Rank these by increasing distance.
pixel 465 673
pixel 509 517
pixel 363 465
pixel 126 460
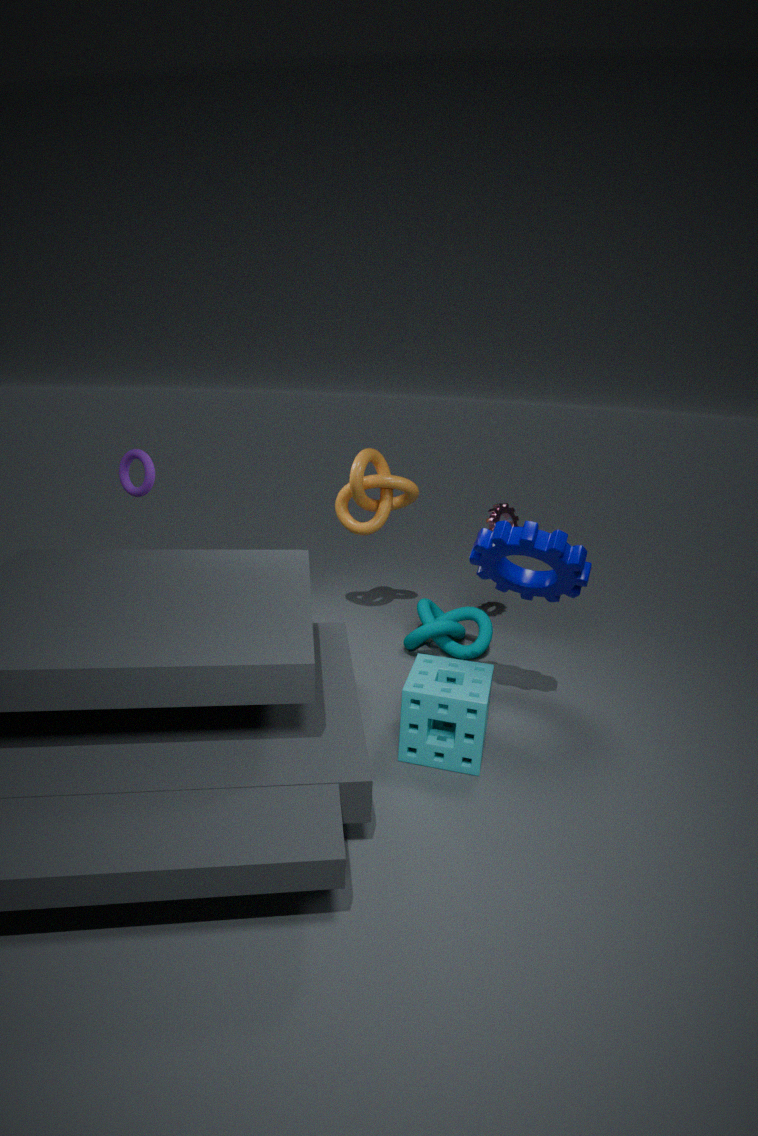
pixel 465 673 → pixel 126 460 → pixel 363 465 → pixel 509 517
